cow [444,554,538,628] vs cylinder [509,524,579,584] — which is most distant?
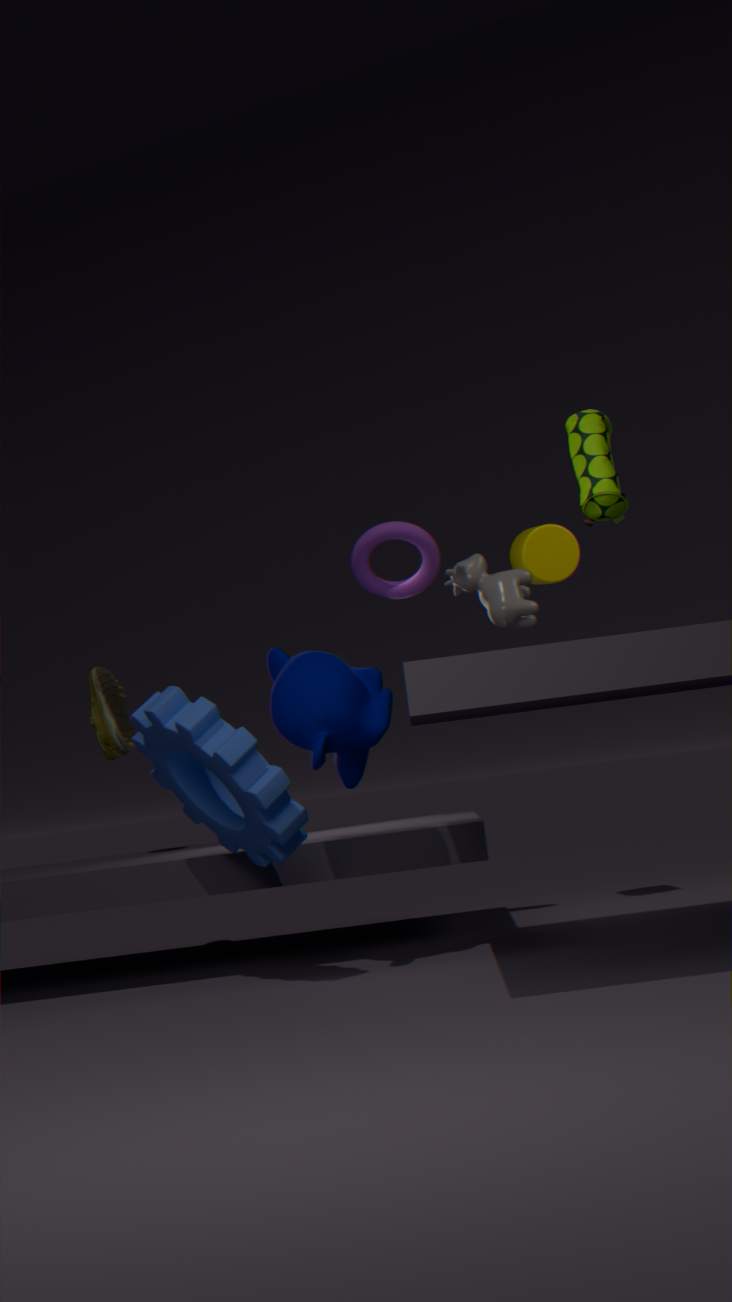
Answer: cylinder [509,524,579,584]
